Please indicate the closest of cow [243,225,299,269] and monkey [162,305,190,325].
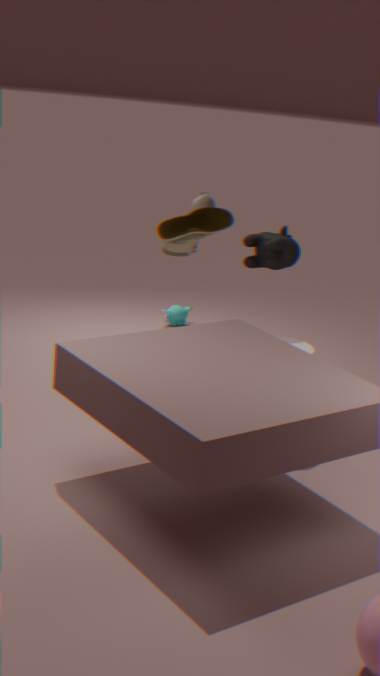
cow [243,225,299,269]
